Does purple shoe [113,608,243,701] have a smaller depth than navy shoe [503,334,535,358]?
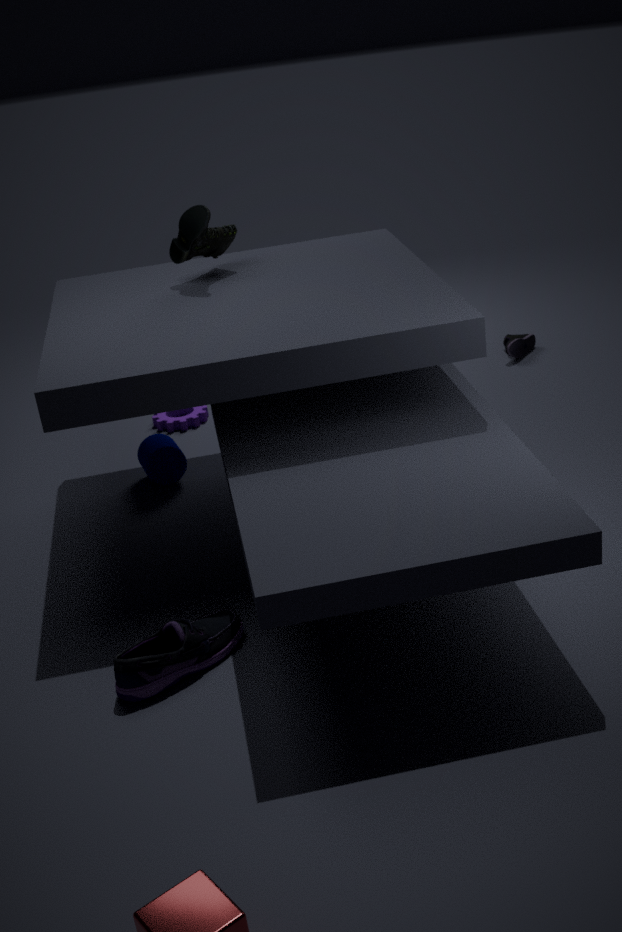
Yes
